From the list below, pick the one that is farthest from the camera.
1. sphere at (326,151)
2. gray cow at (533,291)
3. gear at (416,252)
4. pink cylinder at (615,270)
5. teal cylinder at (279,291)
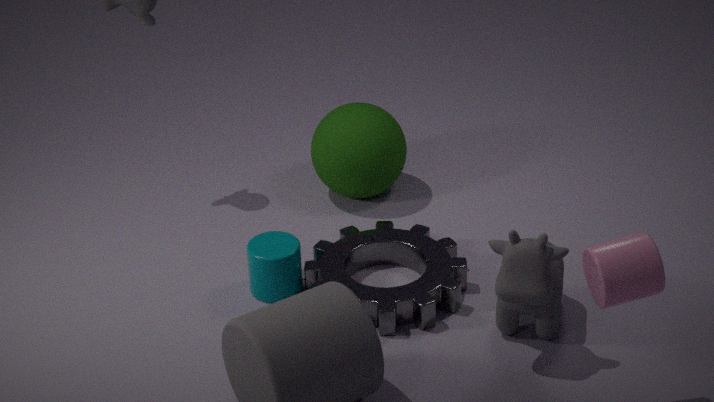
sphere at (326,151)
